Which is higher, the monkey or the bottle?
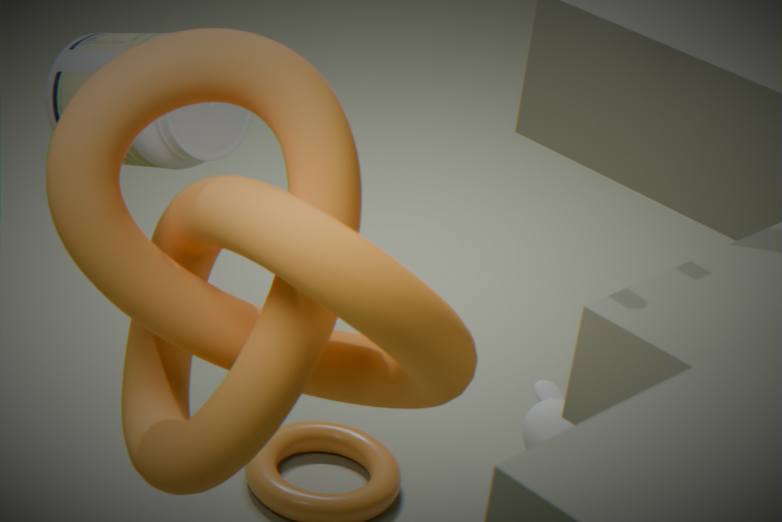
the bottle
